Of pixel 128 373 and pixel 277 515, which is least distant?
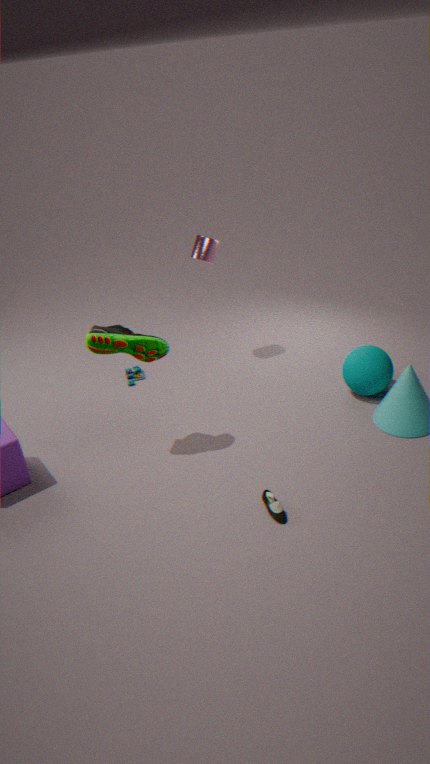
pixel 277 515
